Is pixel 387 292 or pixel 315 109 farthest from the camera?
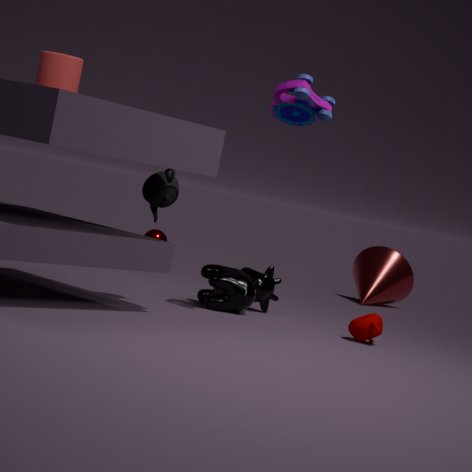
pixel 387 292
